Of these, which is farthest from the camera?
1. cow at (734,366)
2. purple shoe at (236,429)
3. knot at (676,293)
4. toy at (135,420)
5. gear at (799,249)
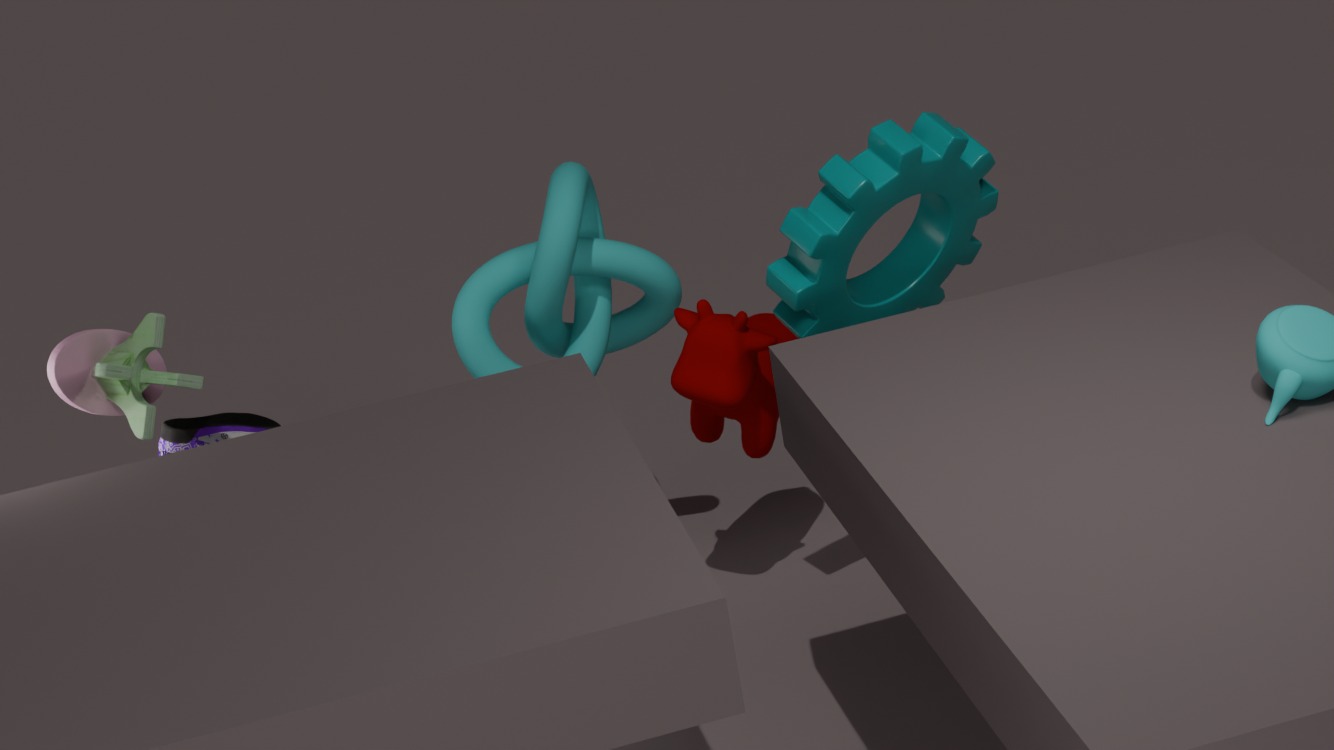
cow at (734,366)
